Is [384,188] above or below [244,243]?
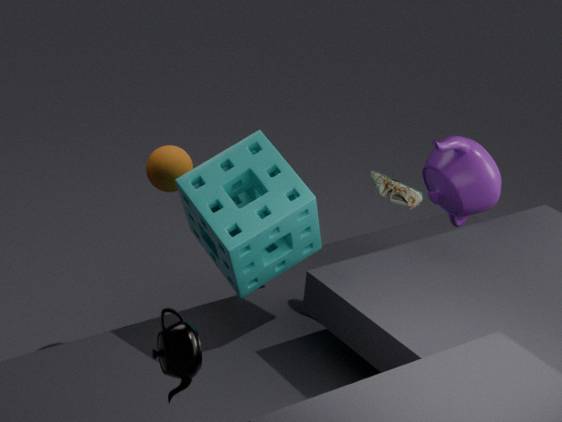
above
